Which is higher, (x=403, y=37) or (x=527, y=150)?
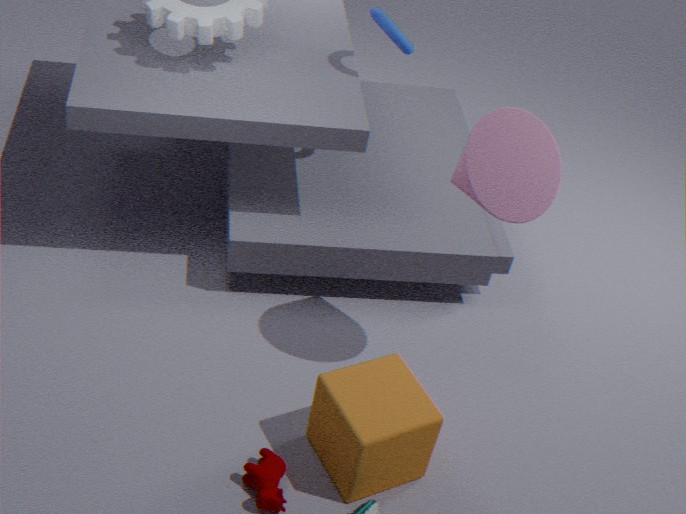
(x=403, y=37)
